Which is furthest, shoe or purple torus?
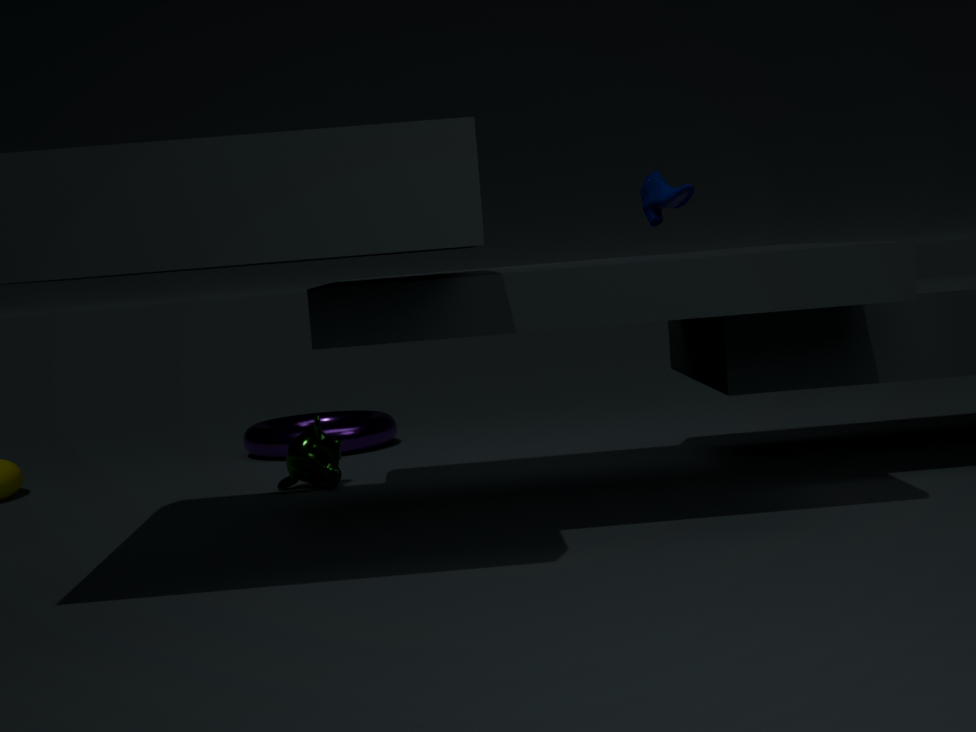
purple torus
